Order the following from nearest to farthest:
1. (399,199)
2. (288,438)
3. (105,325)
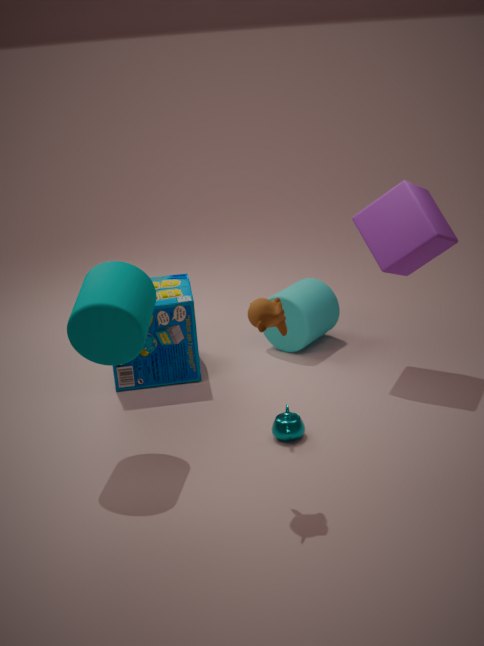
(105,325) < (288,438) < (399,199)
